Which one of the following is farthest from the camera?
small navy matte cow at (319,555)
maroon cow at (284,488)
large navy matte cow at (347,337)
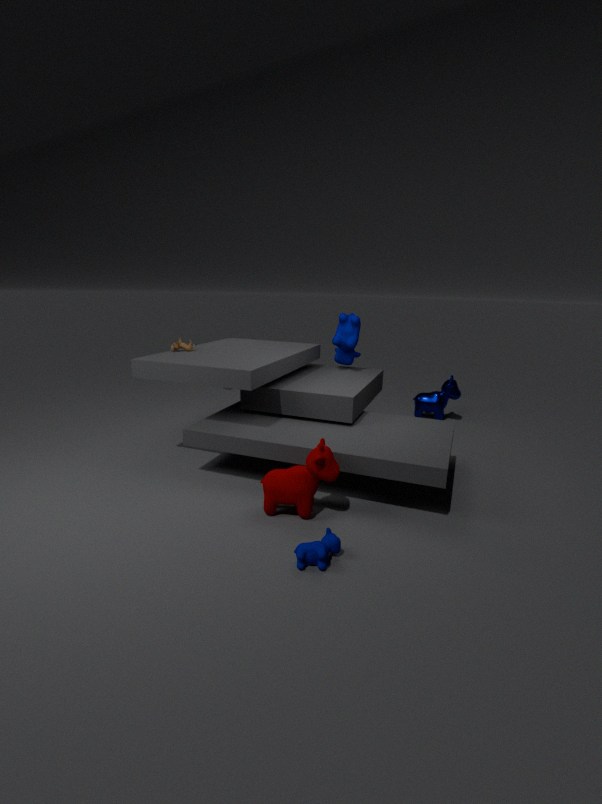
large navy matte cow at (347,337)
